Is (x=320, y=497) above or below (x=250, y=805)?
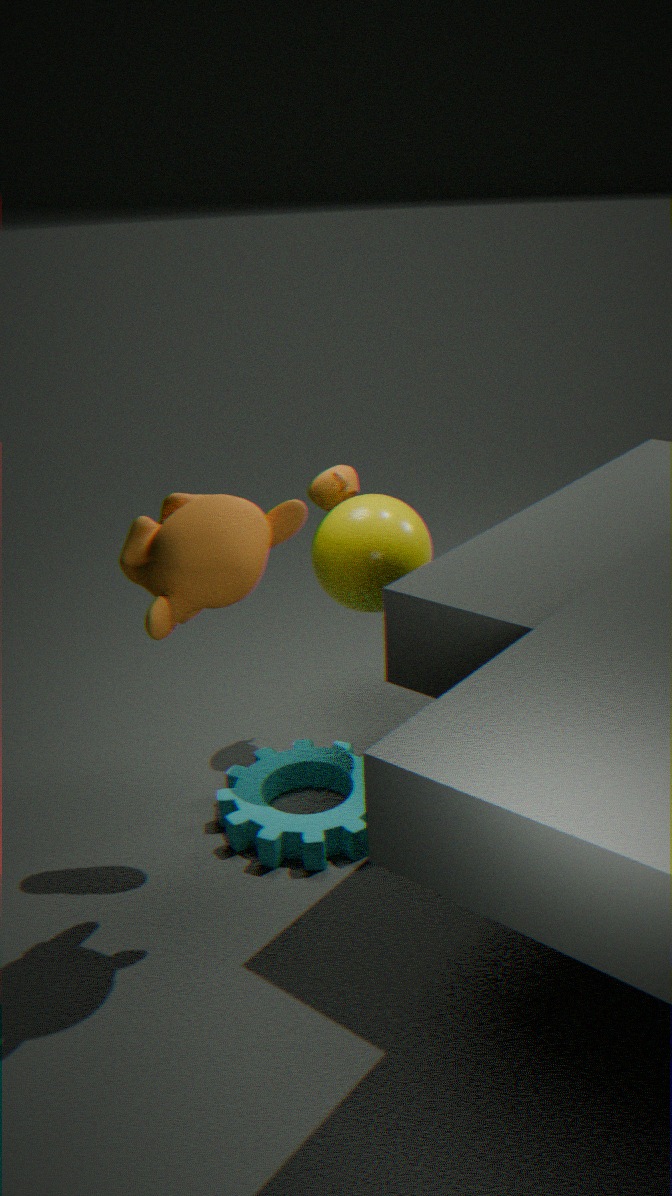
above
